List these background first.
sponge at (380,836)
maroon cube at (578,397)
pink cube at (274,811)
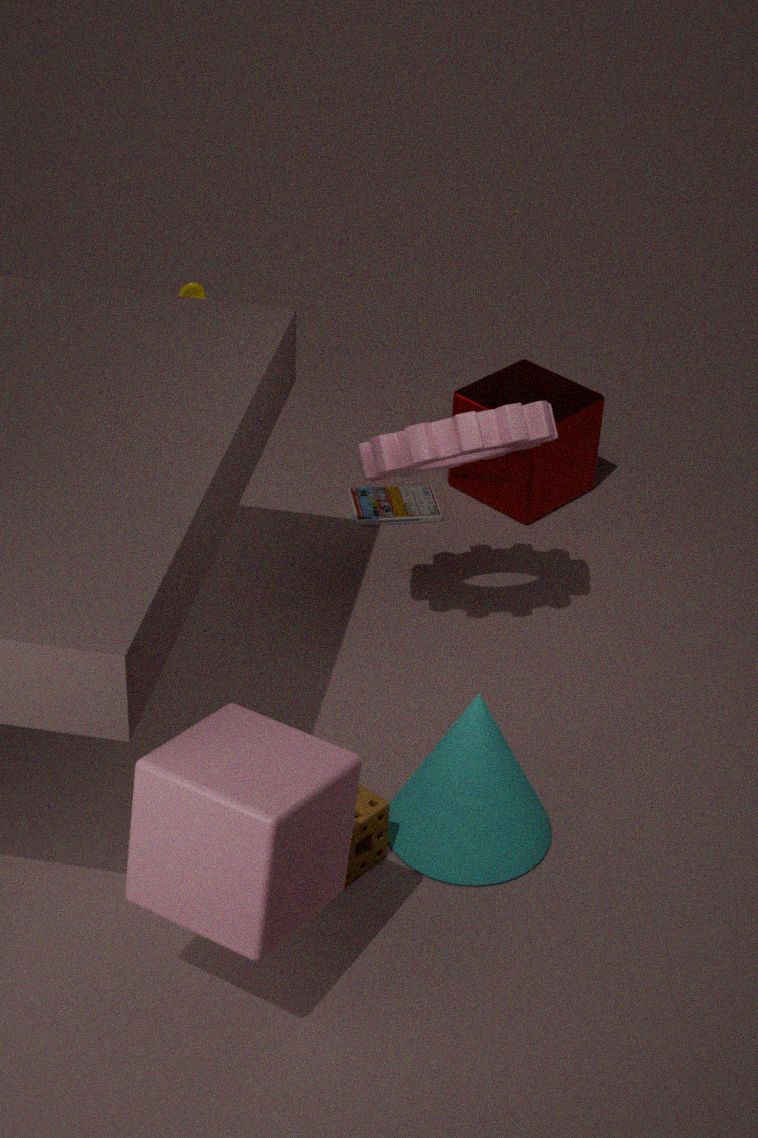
maroon cube at (578,397)
sponge at (380,836)
pink cube at (274,811)
